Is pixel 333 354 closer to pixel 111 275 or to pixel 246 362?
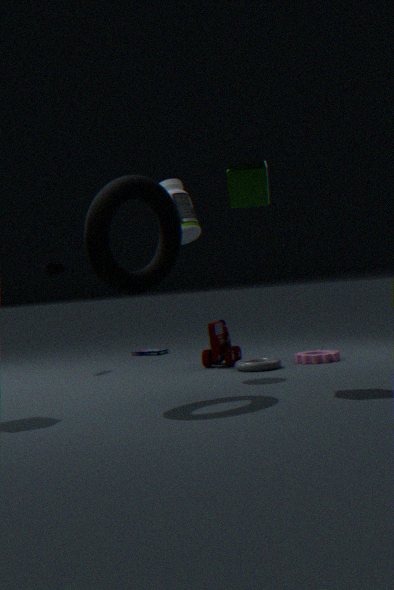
pixel 246 362
